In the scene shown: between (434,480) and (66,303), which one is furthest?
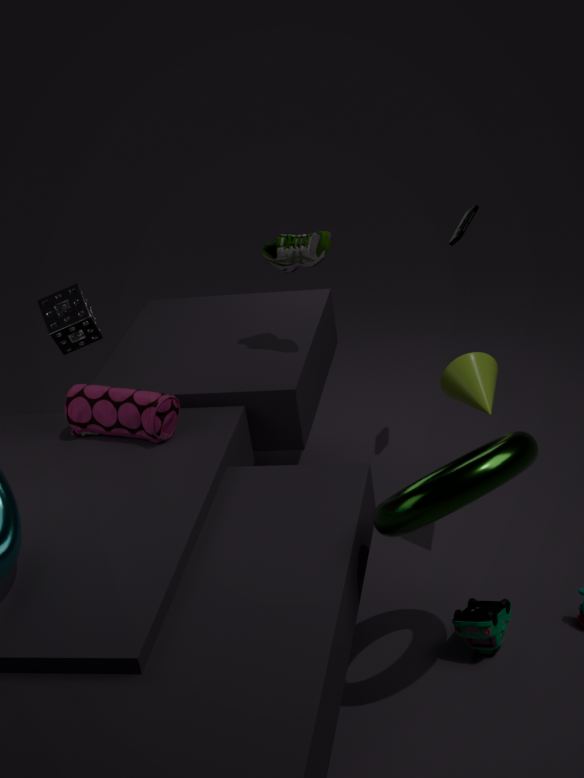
(66,303)
